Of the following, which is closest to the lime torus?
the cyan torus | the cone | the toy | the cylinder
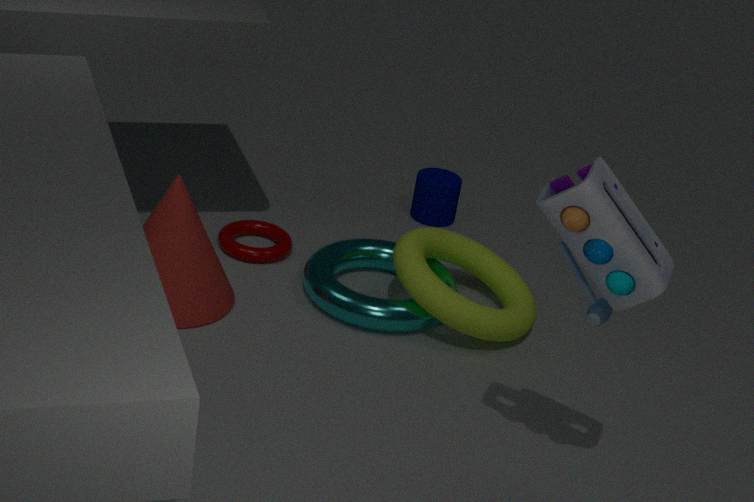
the cyan torus
